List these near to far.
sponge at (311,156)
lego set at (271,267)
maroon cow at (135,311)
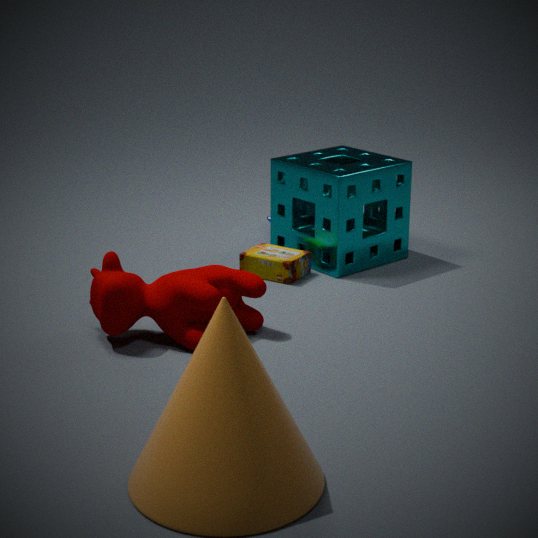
maroon cow at (135,311), lego set at (271,267), sponge at (311,156)
